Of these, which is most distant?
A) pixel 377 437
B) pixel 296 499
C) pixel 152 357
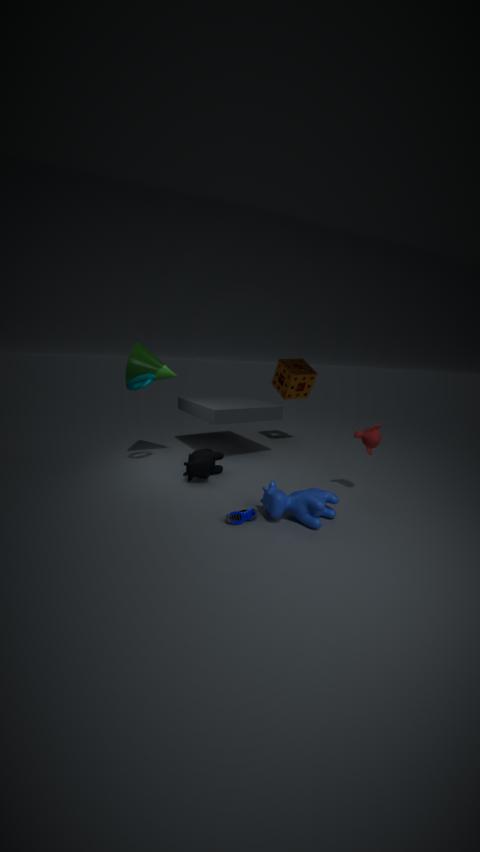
pixel 152 357
